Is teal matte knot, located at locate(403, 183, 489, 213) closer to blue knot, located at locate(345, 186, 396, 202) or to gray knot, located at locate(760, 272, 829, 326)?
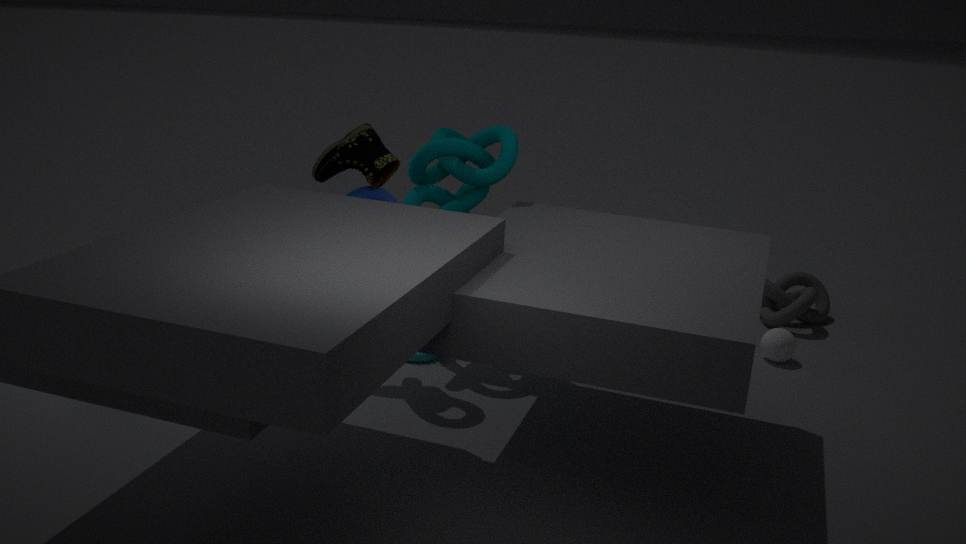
blue knot, located at locate(345, 186, 396, 202)
